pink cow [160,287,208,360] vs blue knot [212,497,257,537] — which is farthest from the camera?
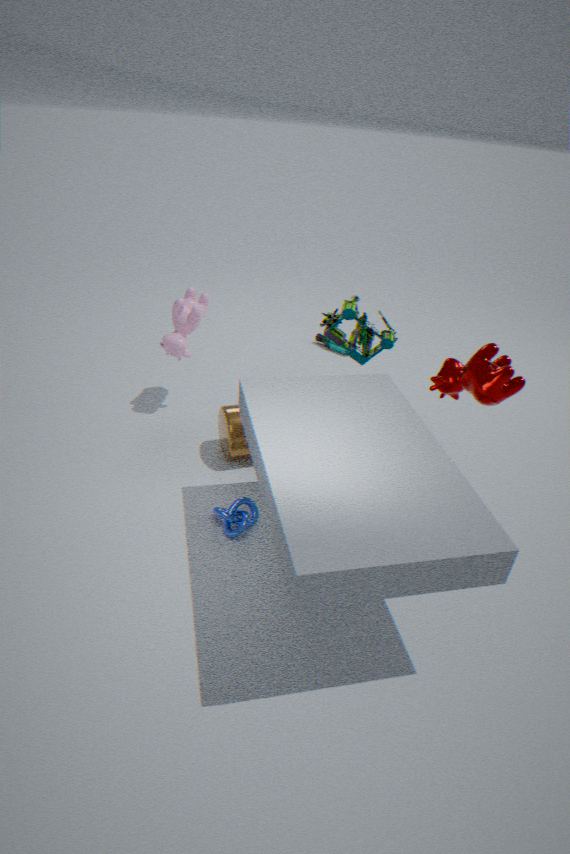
pink cow [160,287,208,360]
